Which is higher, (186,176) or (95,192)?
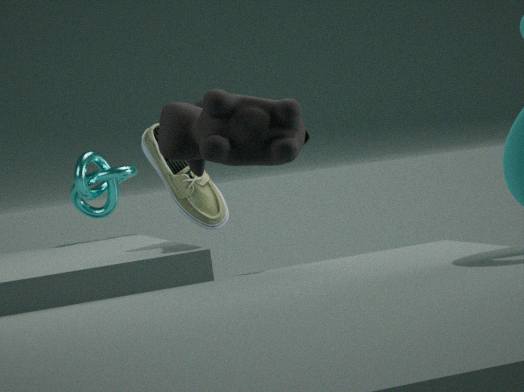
(95,192)
